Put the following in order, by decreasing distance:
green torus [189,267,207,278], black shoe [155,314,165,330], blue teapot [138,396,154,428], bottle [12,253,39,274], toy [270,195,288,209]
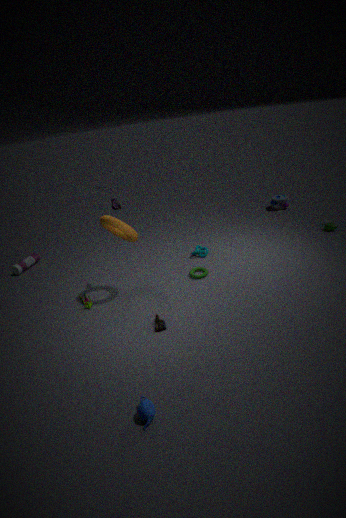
toy [270,195,288,209], bottle [12,253,39,274], green torus [189,267,207,278], black shoe [155,314,165,330], blue teapot [138,396,154,428]
